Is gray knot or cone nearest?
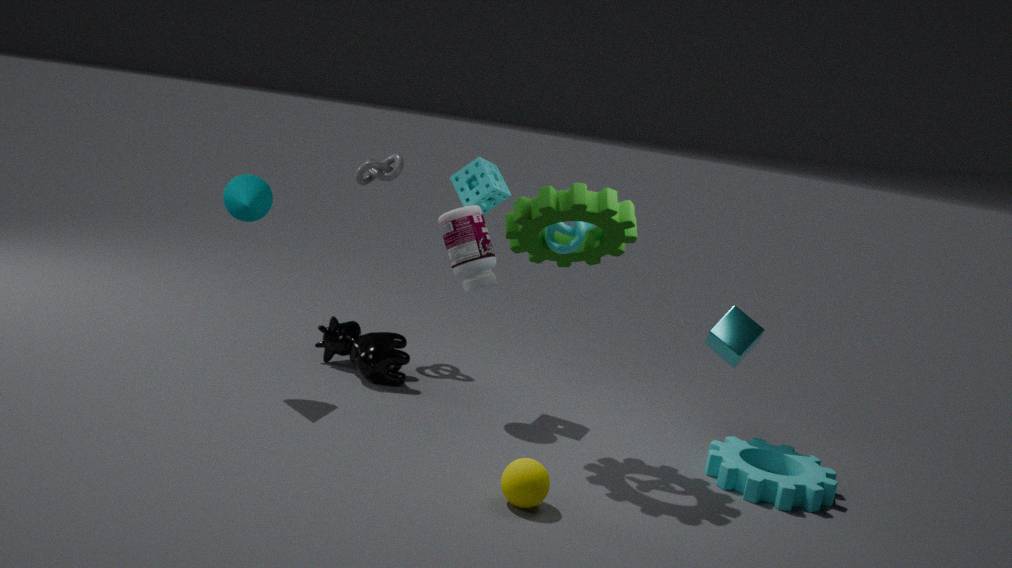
cone
